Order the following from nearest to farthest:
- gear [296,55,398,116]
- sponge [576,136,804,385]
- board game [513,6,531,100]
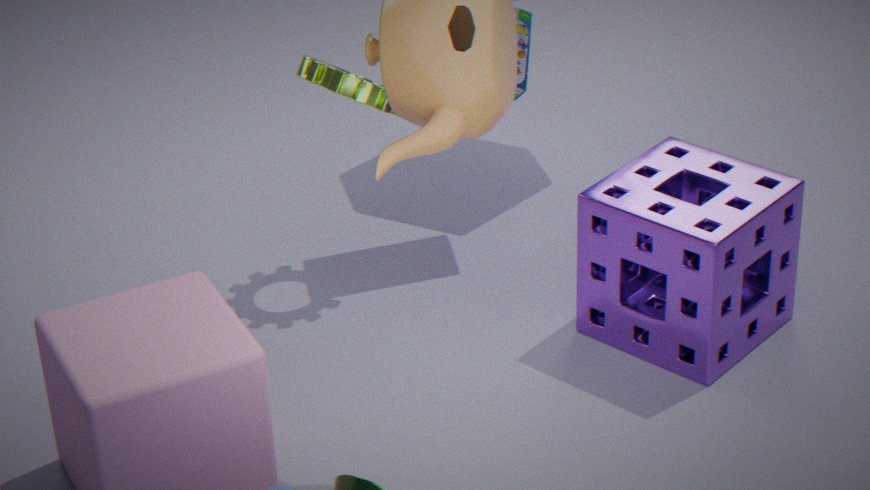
sponge [576,136,804,385] → gear [296,55,398,116] → board game [513,6,531,100]
